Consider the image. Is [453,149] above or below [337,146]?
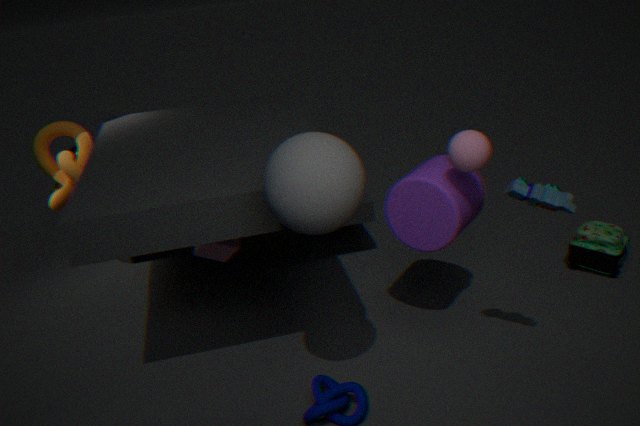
below
